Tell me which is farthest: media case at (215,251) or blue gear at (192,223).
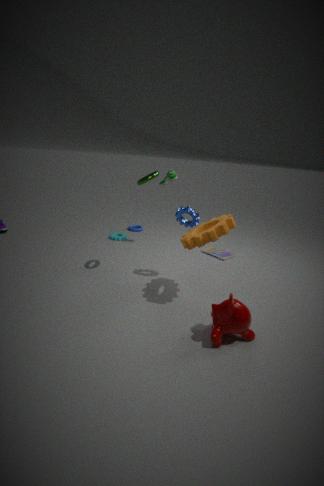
media case at (215,251)
